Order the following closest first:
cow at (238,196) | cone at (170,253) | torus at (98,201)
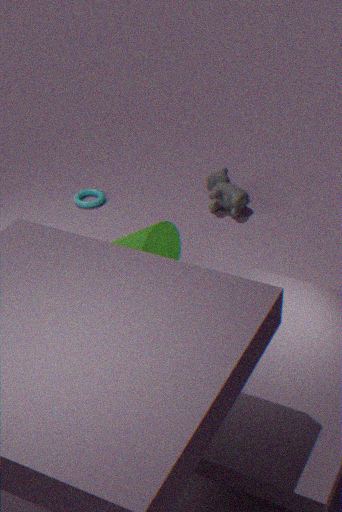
cone at (170,253) → cow at (238,196) → torus at (98,201)
